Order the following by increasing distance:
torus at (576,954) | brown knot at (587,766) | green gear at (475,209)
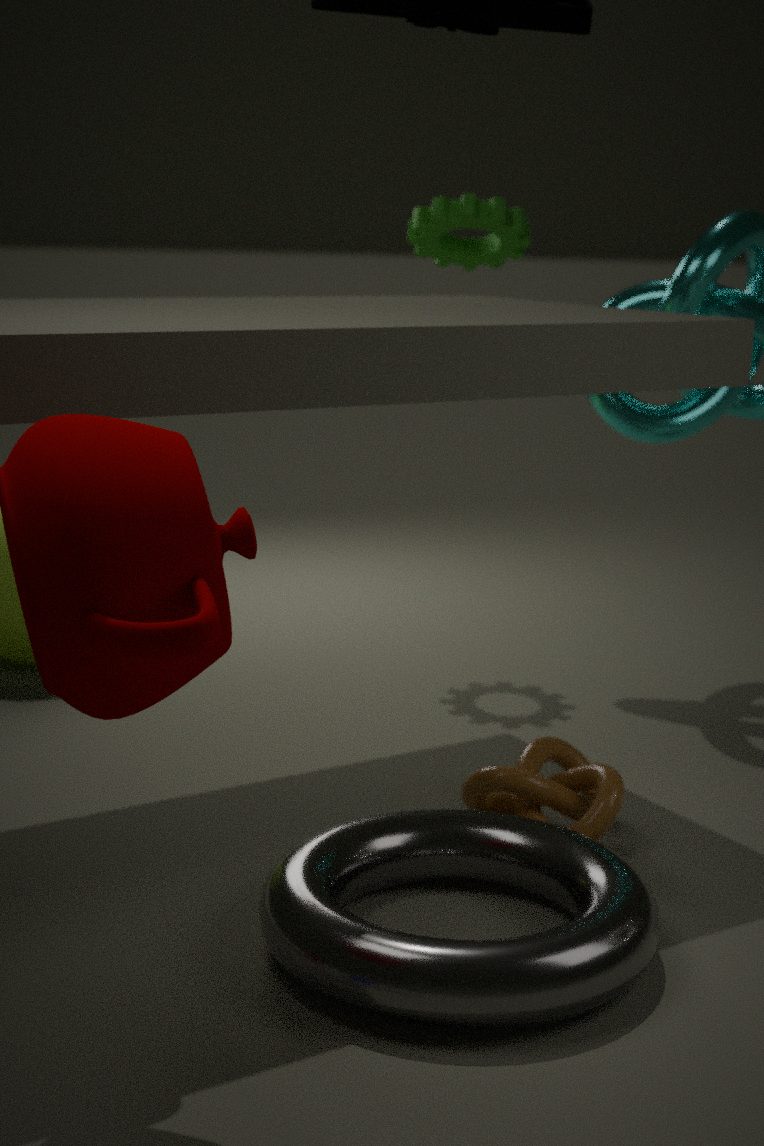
torus at (576,954)
brown knot at (587,766)
green gear at (475,209)
